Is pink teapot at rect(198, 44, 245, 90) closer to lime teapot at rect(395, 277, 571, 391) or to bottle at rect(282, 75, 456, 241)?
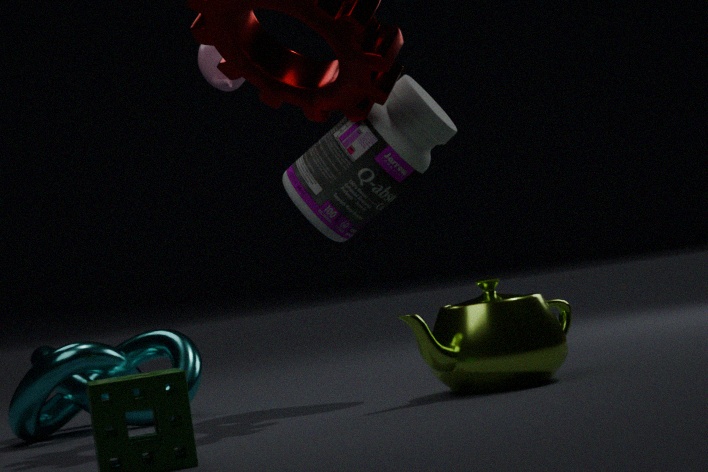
bottle at rect(282, 75, 456, 241)
